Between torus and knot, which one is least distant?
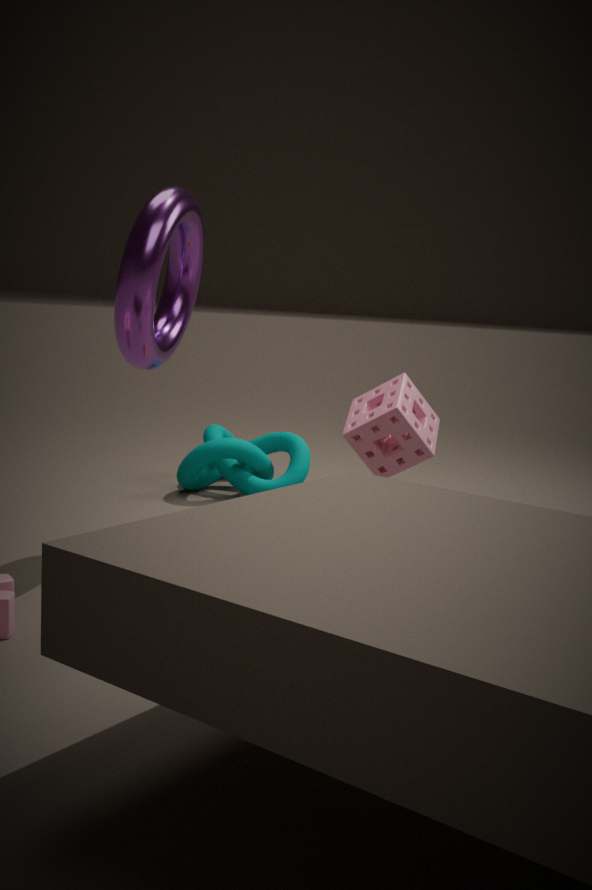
torus
